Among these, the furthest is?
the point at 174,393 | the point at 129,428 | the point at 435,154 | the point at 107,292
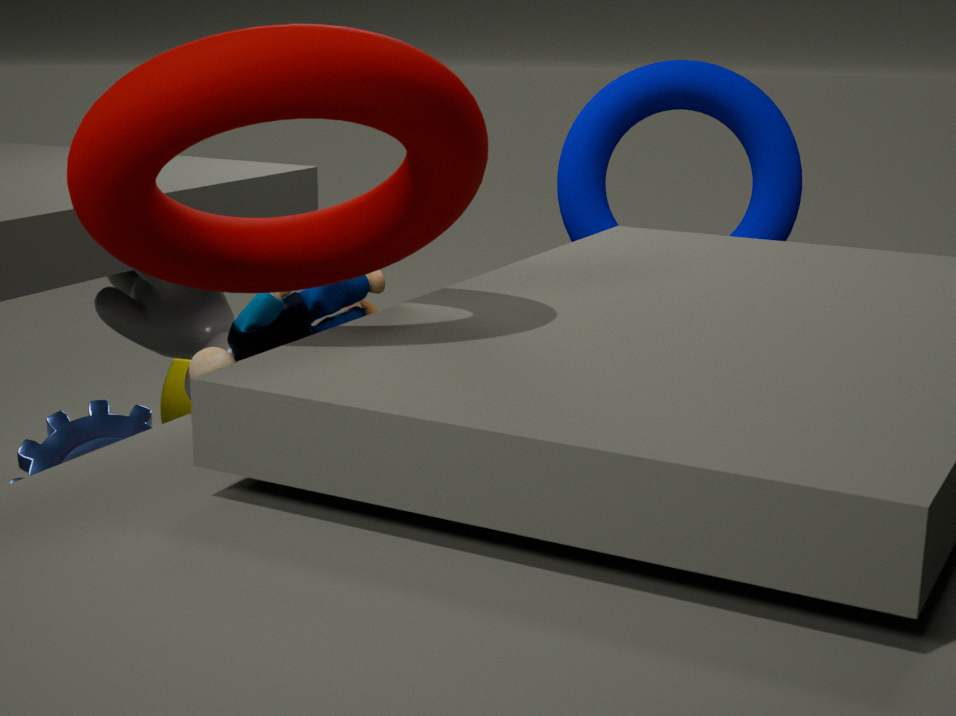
the point at 174,393
